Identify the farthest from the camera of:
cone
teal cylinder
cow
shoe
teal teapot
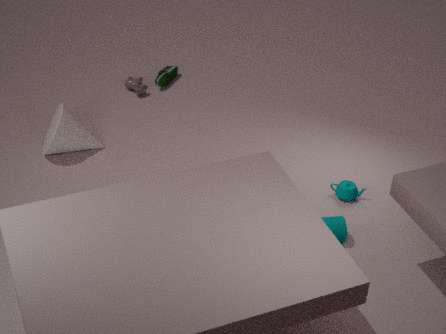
shoe
